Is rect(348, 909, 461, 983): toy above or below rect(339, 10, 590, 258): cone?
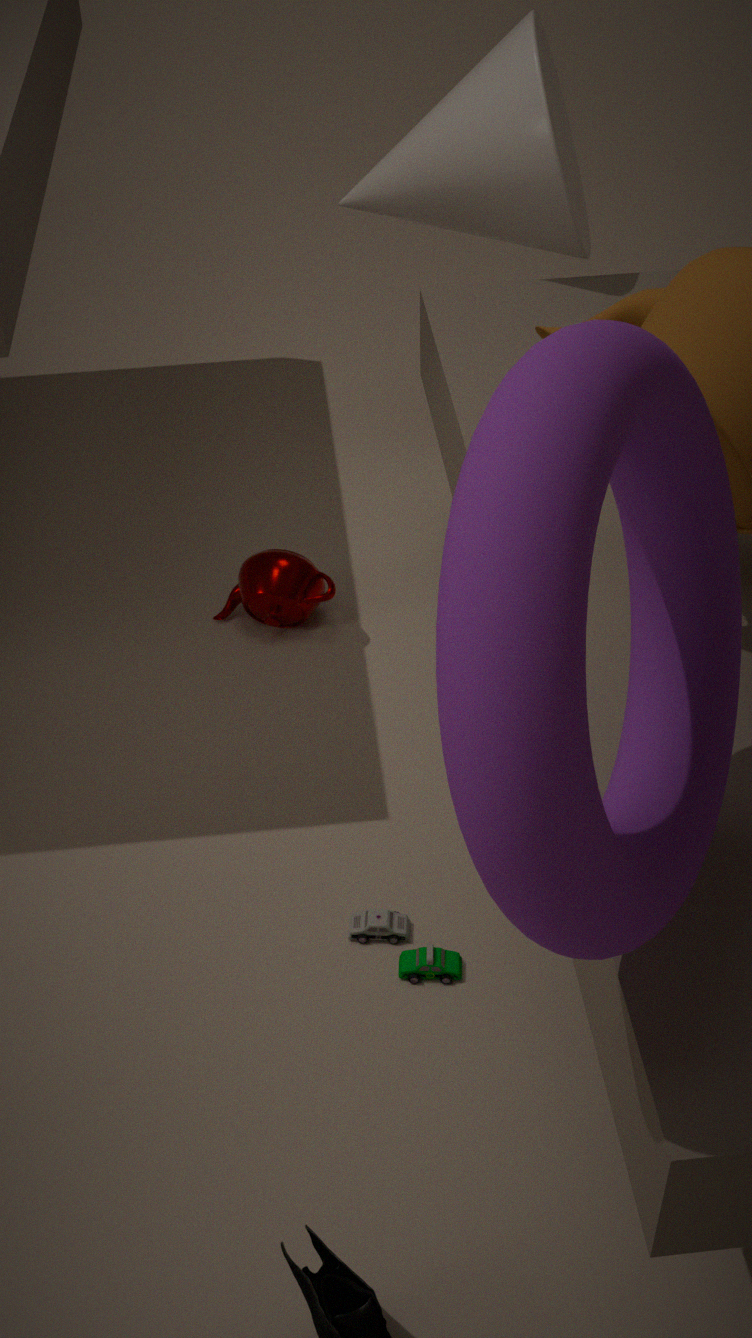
below
